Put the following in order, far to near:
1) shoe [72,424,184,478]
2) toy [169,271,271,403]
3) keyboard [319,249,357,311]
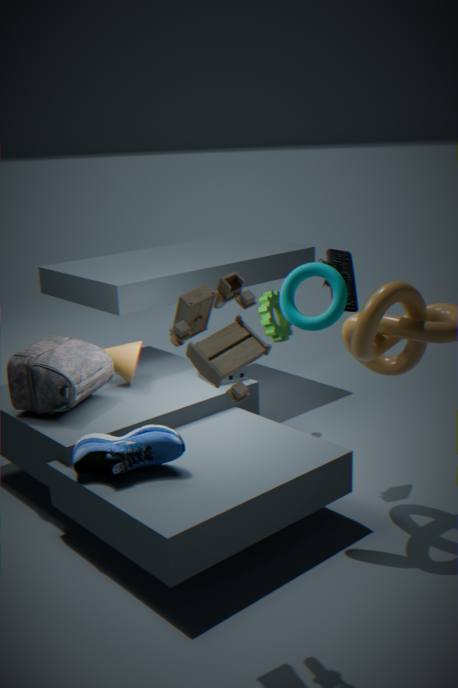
3. keyboard [319,249,357,311] < 1. shoe [72,424,184,478] < 2. toy [169,271,271,403]
